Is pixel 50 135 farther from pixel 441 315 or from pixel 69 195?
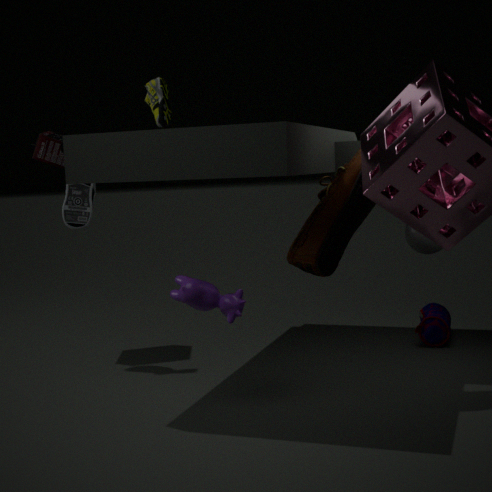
pixel 441 315
